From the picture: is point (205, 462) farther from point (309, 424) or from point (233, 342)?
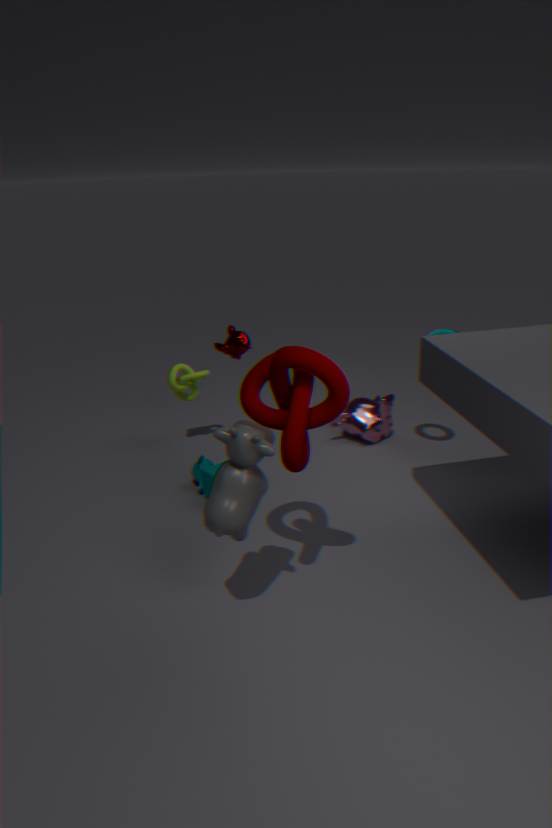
point (309, 424)
